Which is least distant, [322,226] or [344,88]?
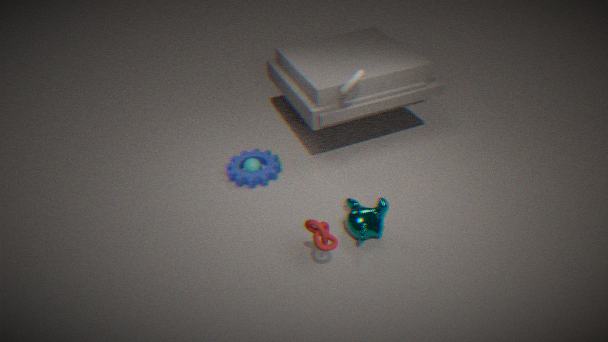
[322,226]
